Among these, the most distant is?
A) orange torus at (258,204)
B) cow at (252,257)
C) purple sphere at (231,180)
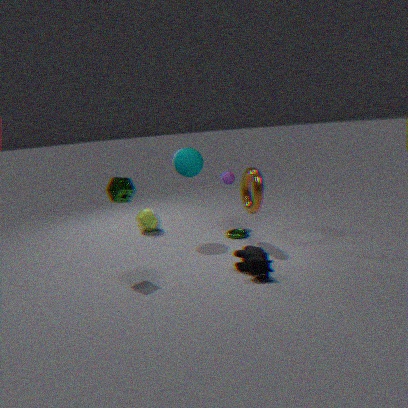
purple sphere at (231,180)
